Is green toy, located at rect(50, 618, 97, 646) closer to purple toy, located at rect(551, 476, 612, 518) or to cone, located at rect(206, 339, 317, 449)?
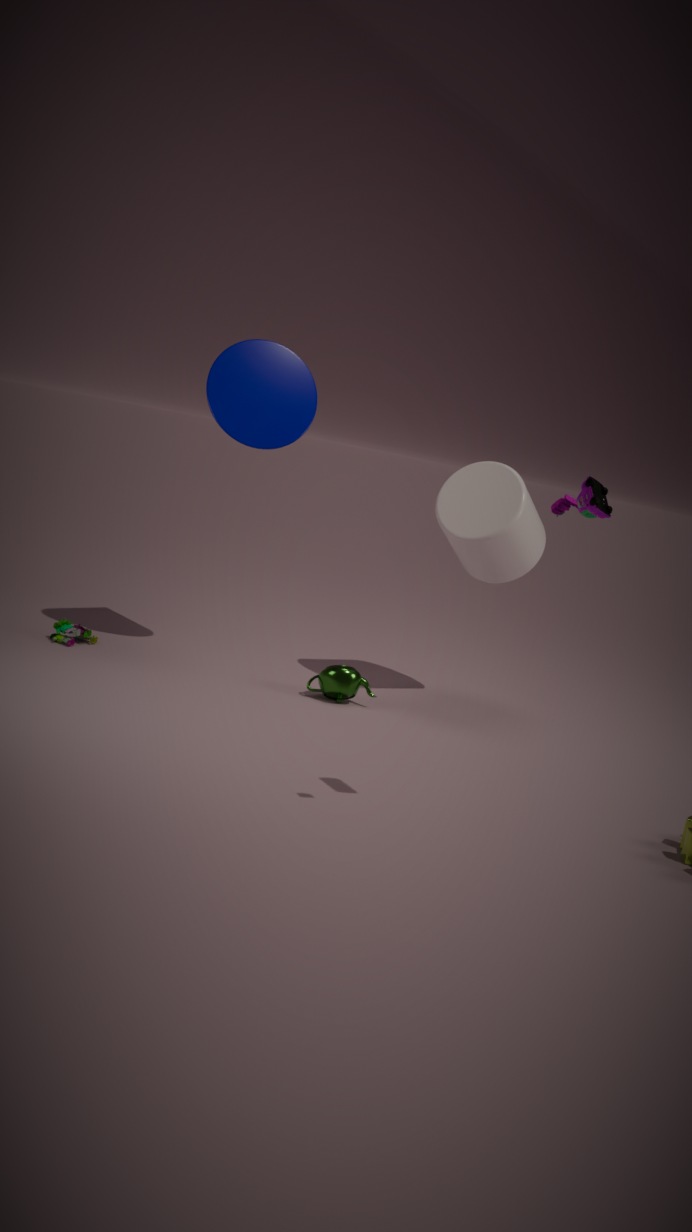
cone, located at rect(206, 339, 317, 449)
